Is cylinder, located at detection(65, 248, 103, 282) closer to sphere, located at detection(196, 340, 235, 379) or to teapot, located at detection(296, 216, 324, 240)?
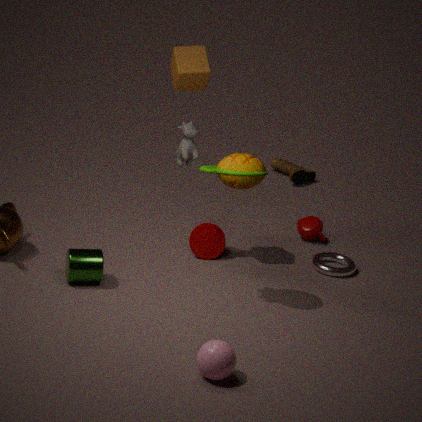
sphere, located at detection(196, 340, 235, 379)
